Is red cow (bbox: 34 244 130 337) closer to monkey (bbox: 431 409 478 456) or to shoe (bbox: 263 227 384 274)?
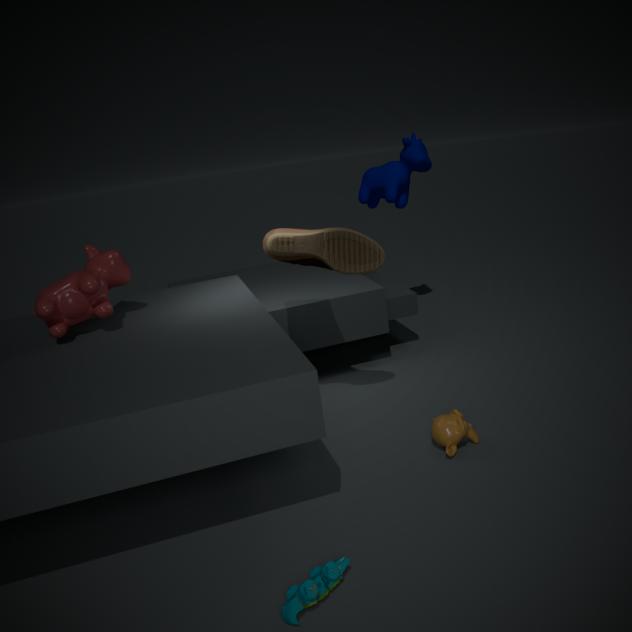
shoe (bbox: 263 227 384 274)
